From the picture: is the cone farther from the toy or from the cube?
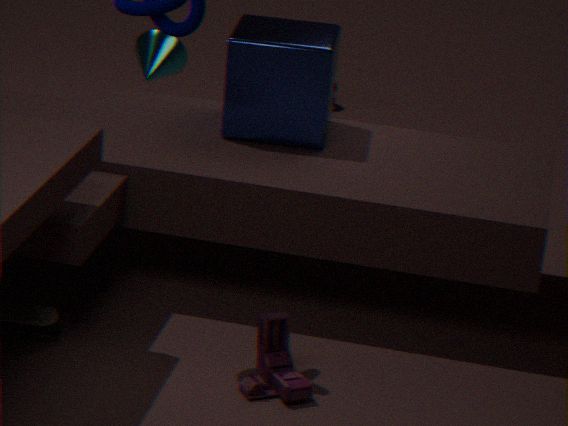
the toy
